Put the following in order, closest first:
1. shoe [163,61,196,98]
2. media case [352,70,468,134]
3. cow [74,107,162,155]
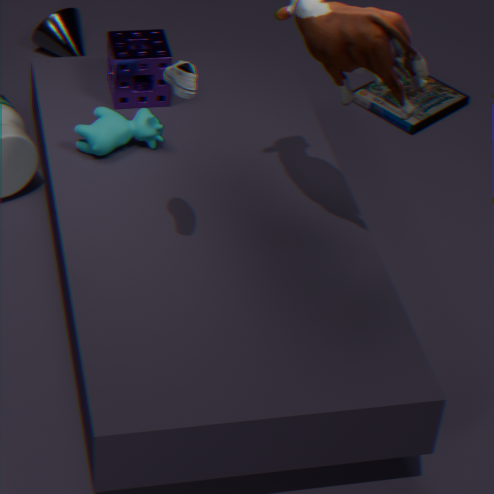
shoe [163,61,196,98] < cow [74,107,162,155] < media case [352,70,468,134]
